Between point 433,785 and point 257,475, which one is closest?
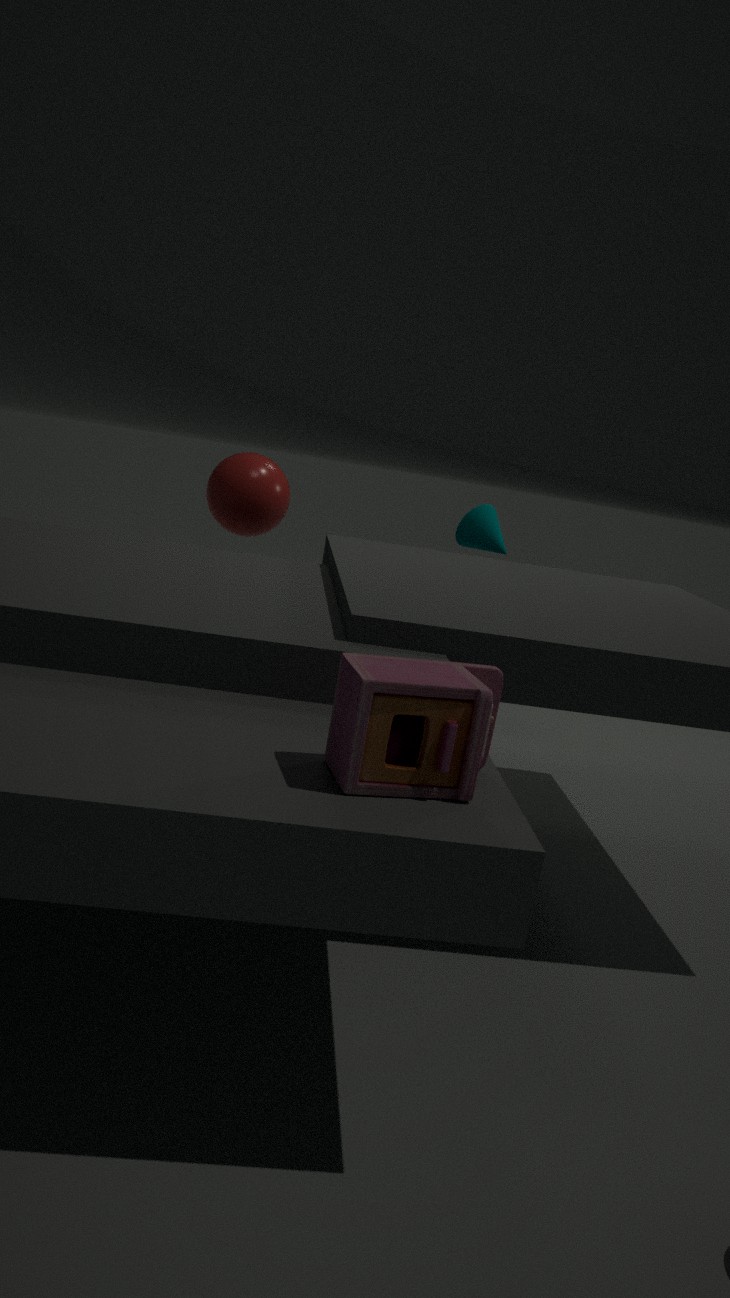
point 433,785
